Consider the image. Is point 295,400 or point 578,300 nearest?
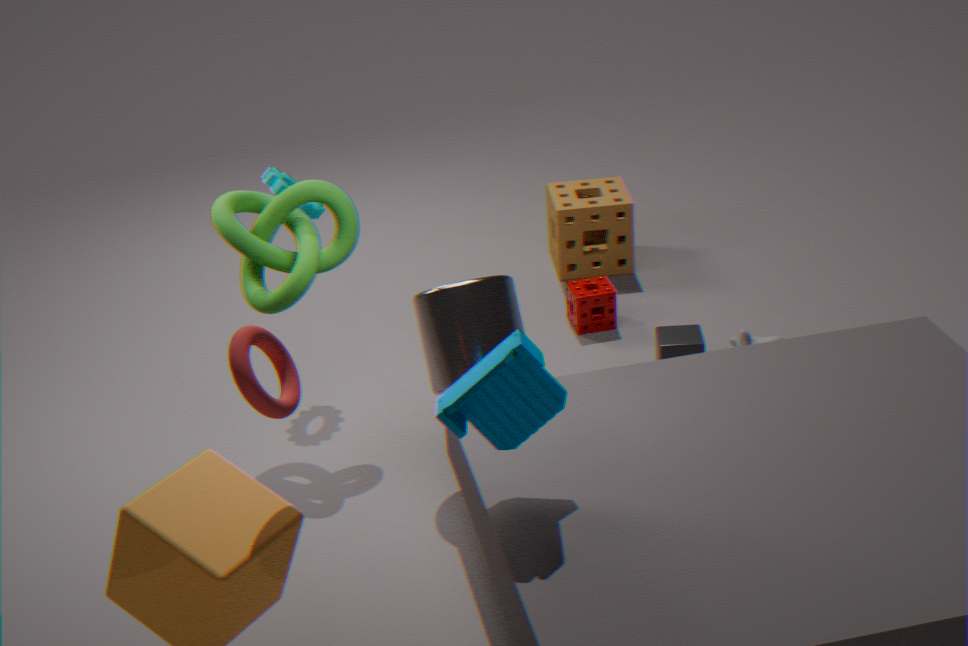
point 295,400
